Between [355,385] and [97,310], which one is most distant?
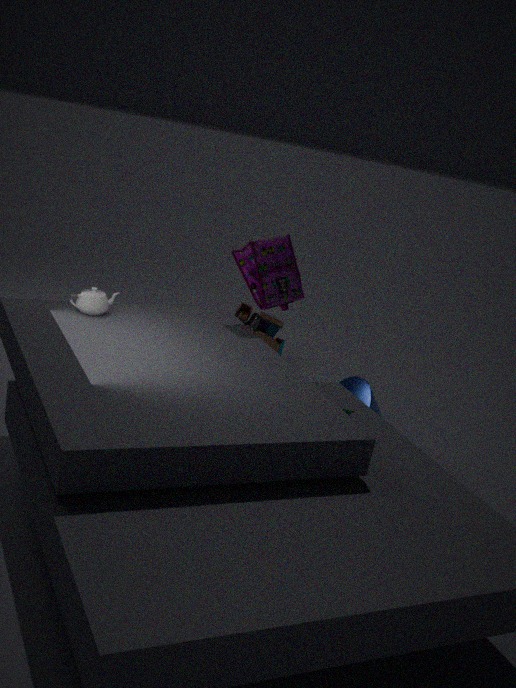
[355,385]
